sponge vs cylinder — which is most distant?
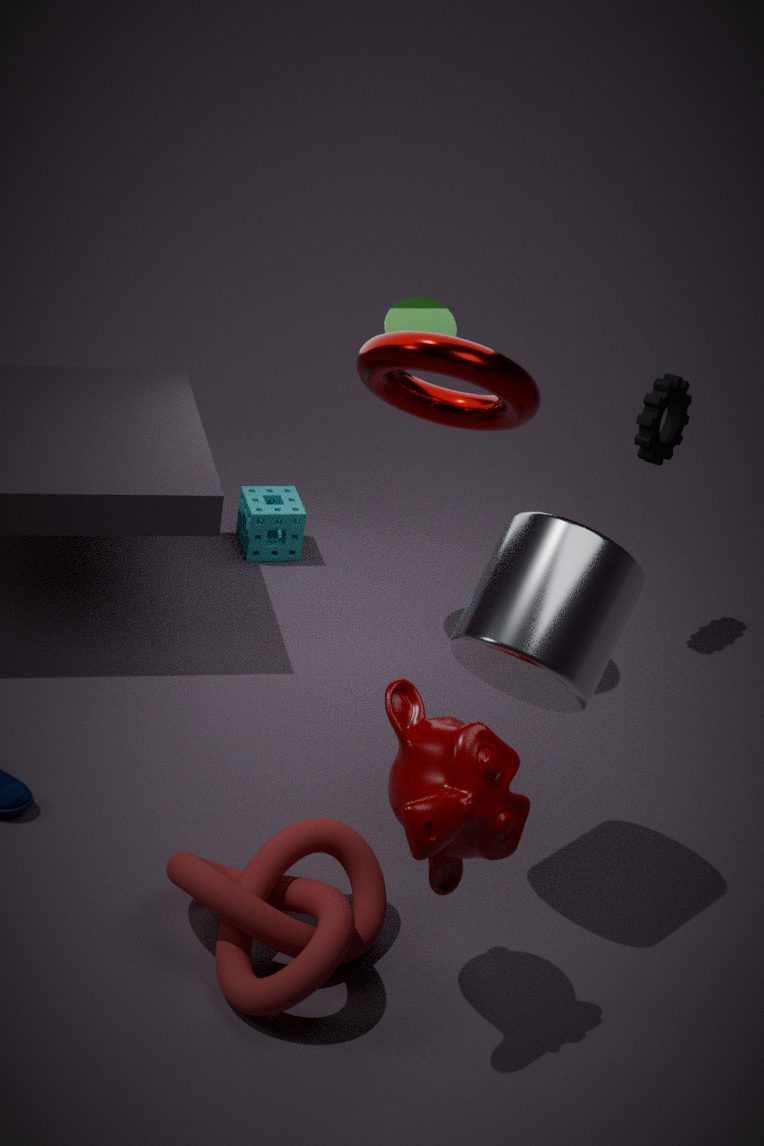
sponge
